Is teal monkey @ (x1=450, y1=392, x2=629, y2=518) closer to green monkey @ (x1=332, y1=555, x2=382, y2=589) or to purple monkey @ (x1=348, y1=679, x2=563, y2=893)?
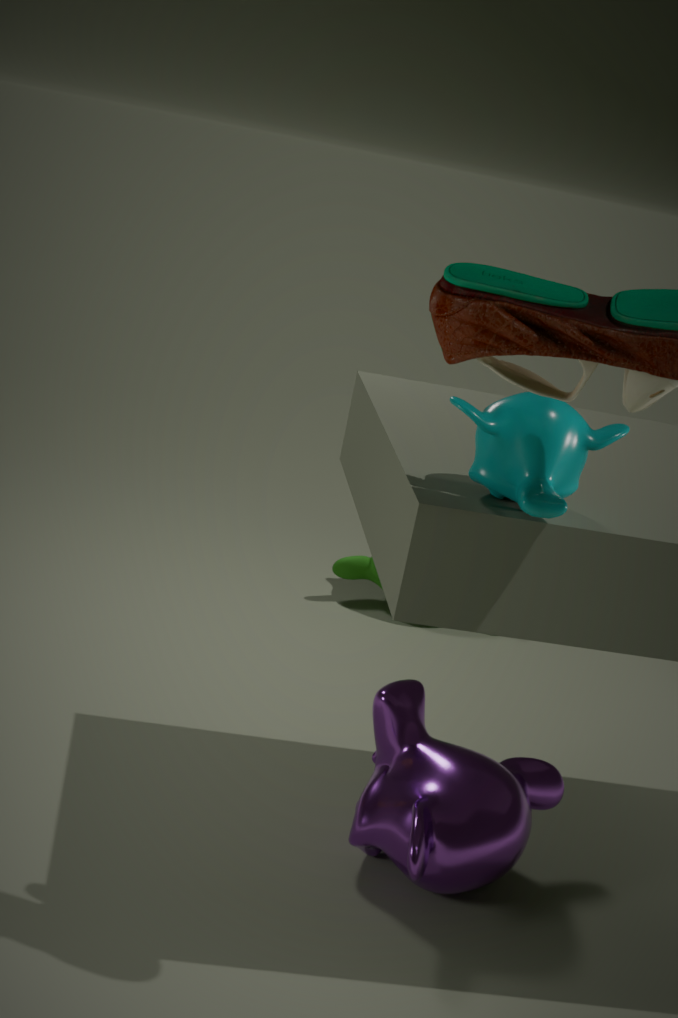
purple monkey @ (x1=348, y1=679, x2=563, y2=893)
